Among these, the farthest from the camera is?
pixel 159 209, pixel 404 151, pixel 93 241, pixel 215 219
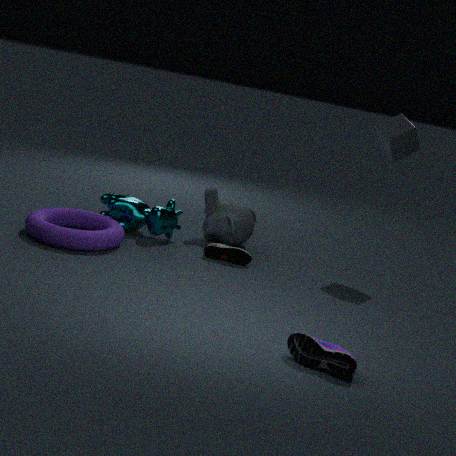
pixel 215 219
